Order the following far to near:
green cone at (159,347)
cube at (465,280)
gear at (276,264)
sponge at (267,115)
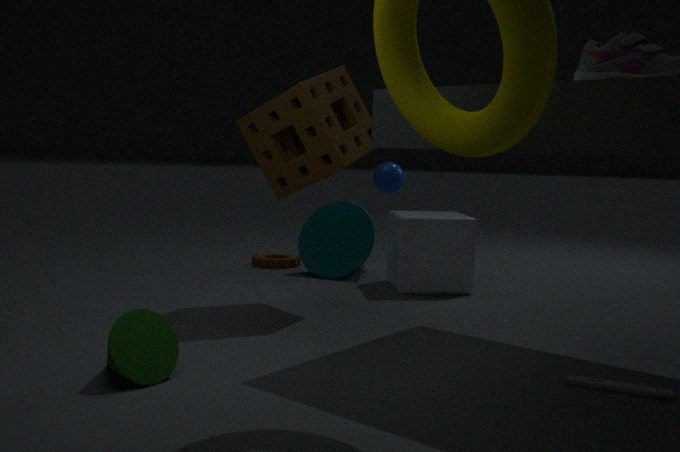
gear at (276,264), cube at (465,280), sponge at (267,115), green cone at (159,347)
